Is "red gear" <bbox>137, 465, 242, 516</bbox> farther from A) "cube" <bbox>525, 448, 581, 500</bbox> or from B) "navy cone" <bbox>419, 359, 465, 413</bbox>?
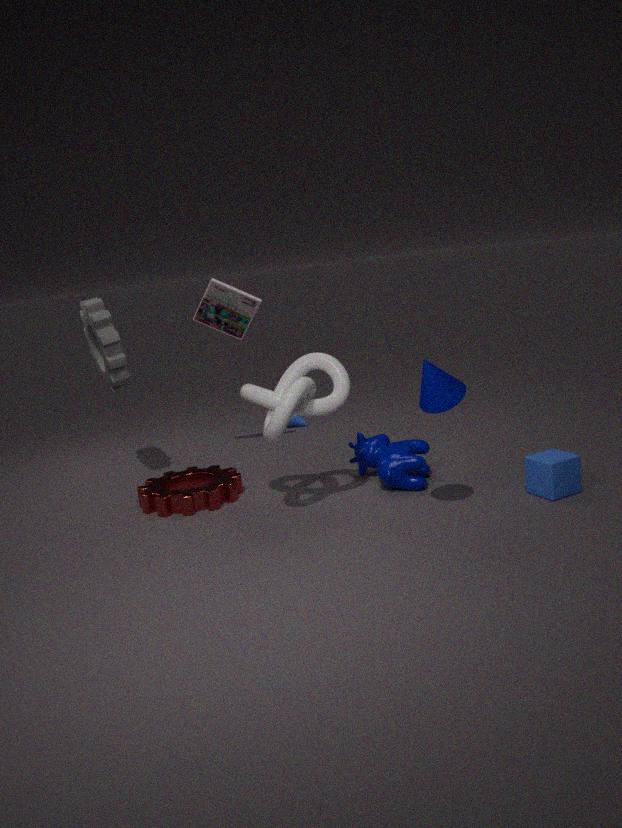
A) "cube" <bbox>525, 448, 581, 500</bbox>
